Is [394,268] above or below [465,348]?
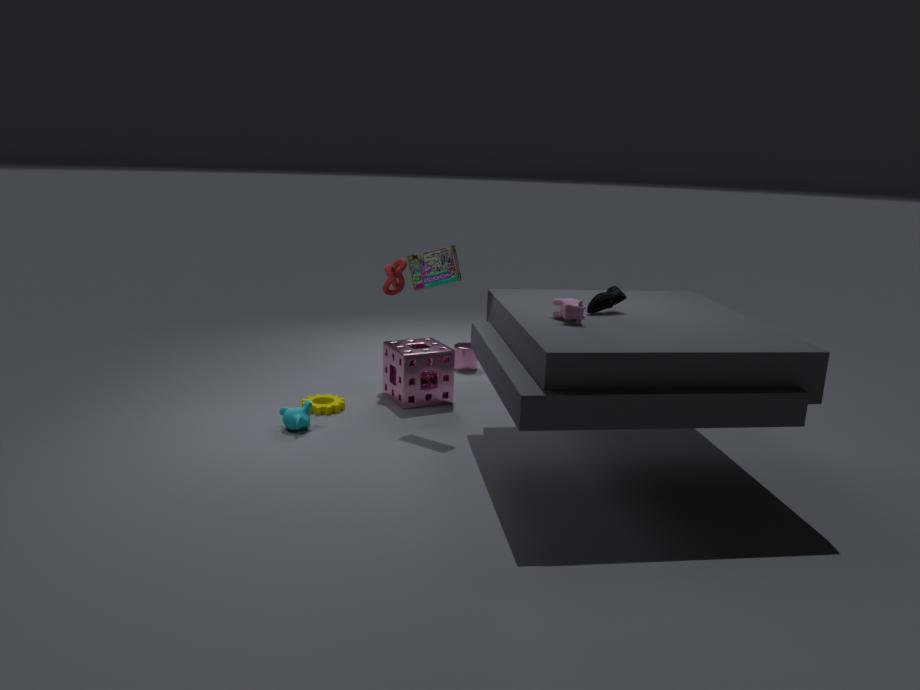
above
